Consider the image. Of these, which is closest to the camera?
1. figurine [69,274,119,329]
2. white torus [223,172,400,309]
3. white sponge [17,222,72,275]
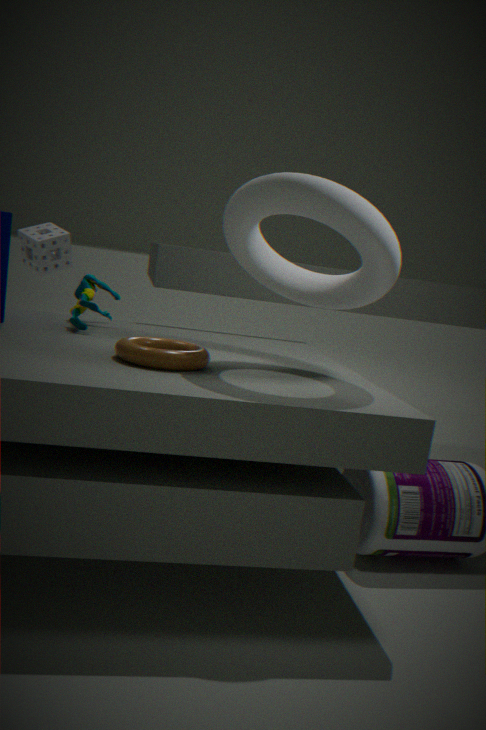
white torus [223,172,400,309]
